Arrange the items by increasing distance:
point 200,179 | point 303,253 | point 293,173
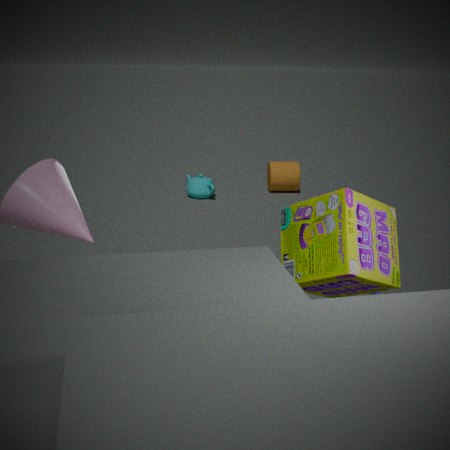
point 303,253 → point 200,179 → point 293,173
